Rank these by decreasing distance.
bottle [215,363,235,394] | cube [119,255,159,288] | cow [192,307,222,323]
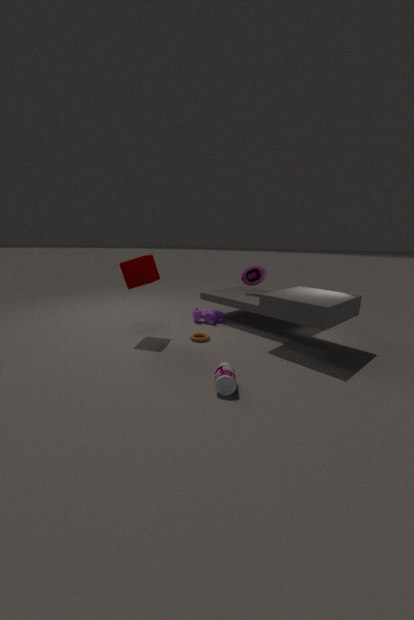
cow [192,307,222,323] < cube [119,255,159,288] < bottle [215,363,235,394]
